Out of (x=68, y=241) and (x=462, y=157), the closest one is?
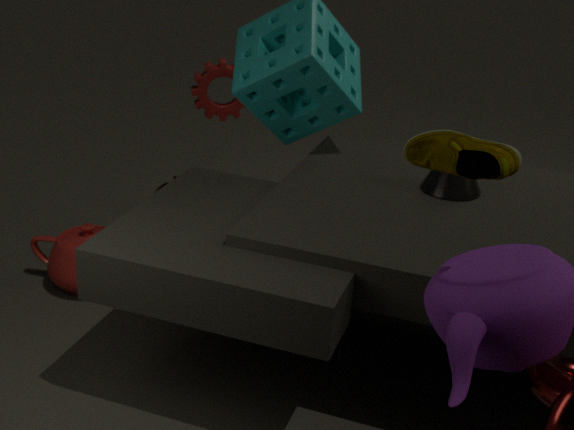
(x=462, y=157)
